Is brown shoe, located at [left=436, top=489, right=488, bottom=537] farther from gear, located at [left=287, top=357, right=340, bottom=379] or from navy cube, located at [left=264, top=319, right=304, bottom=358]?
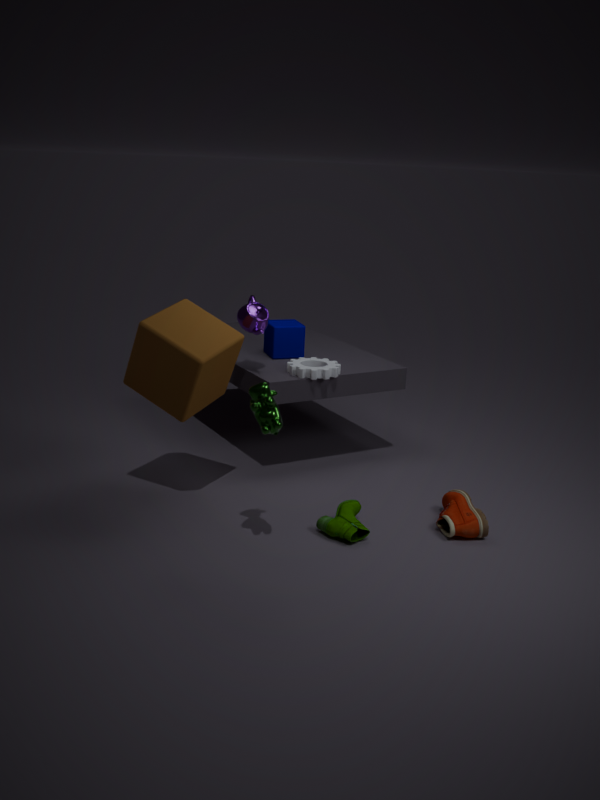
navy cube, located at [left=264, top=319, right=304, bottom=358]
